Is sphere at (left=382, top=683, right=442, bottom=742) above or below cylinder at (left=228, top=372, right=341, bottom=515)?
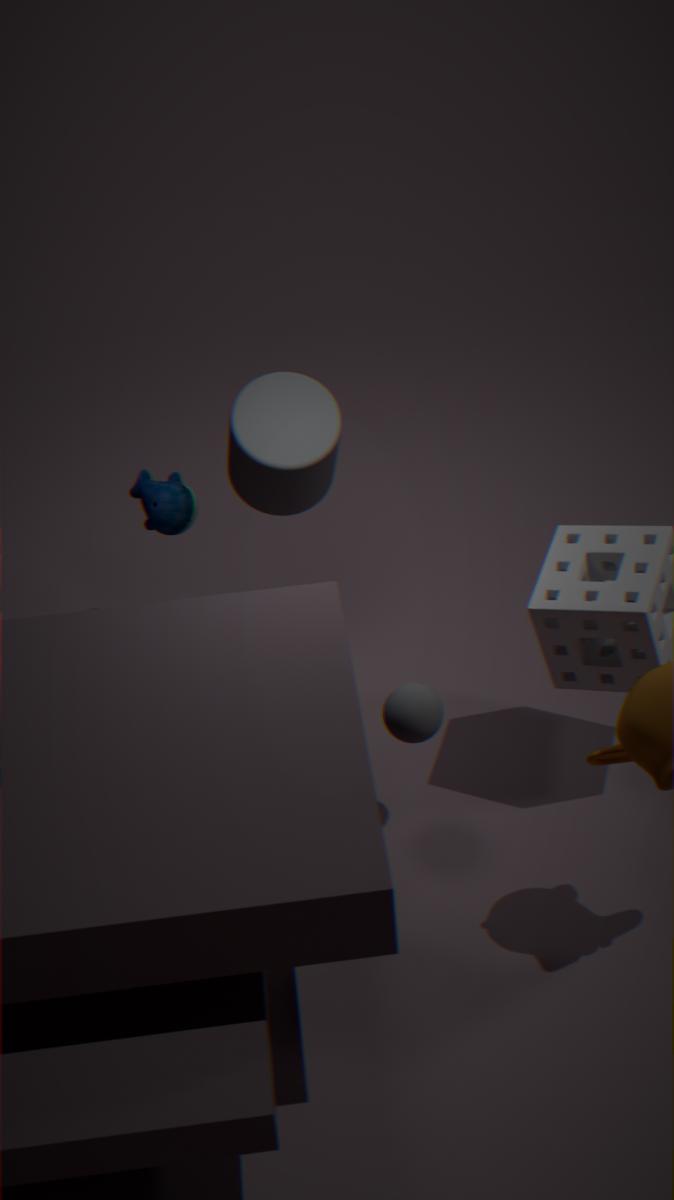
below
